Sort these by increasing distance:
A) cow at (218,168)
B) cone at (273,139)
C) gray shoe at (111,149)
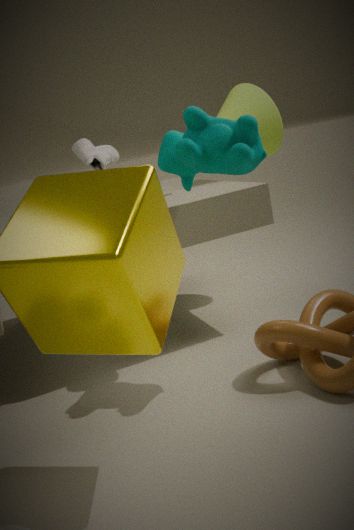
cow at (218,168)
gray shoe at (111,149)
cone at (273,139)
